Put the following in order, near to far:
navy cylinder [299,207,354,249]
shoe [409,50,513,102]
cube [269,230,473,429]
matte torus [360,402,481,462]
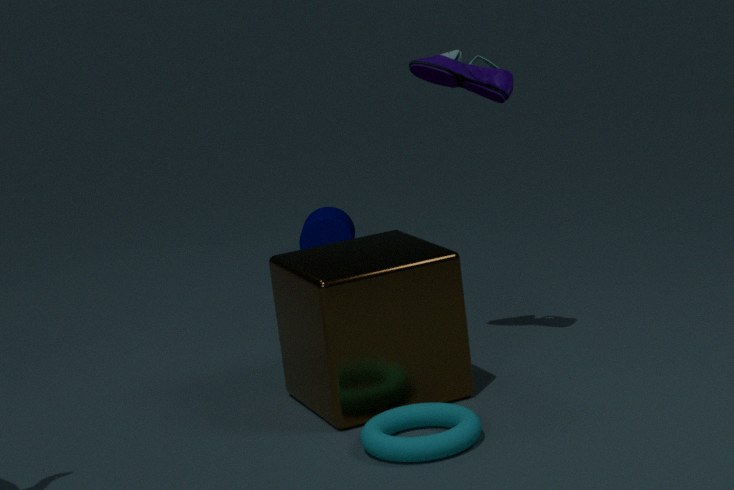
matte torus [360,402,481,462]
cube [269,230,473,429]
shoe [409,50,513,102]
navy cylinder [299,207,354,249]
